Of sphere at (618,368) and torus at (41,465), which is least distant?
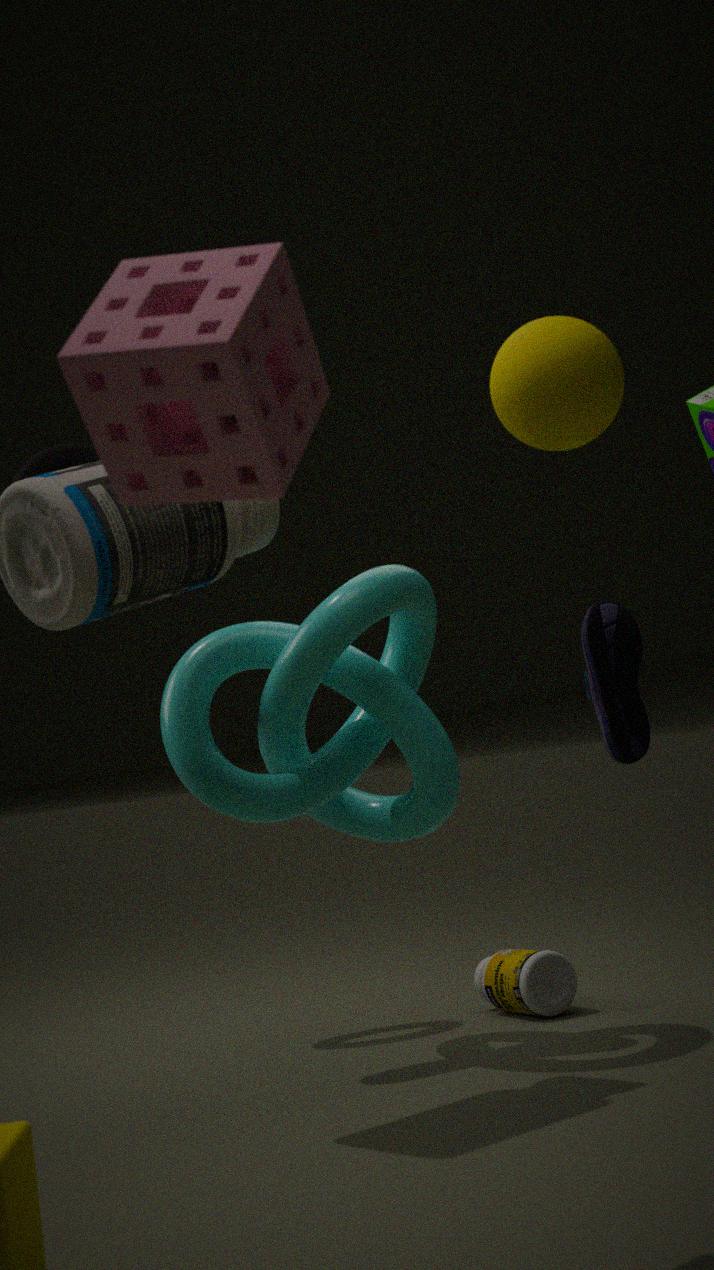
sphere at (618,368)
